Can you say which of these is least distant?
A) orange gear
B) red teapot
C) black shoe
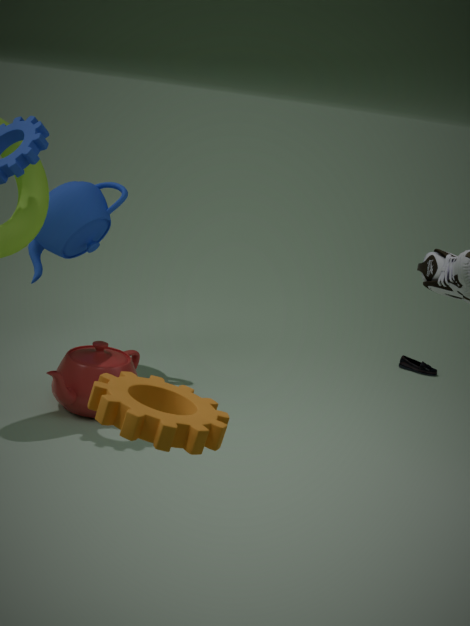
orange gear
